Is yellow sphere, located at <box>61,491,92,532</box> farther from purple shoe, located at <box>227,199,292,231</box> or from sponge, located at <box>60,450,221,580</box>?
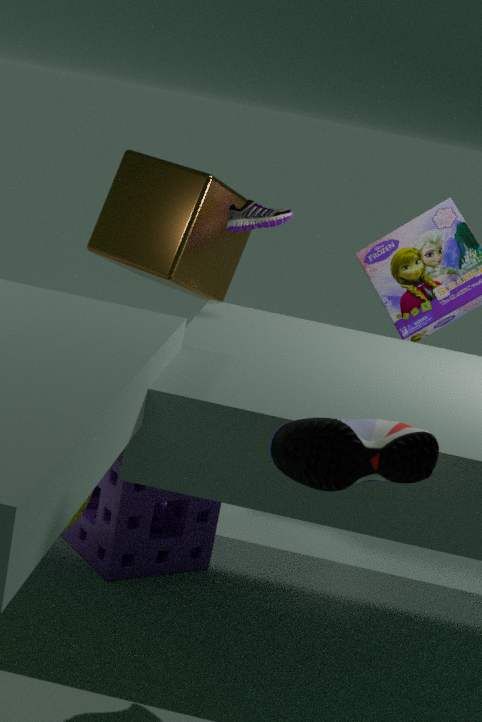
purple shoe, located at <box>227,199,292,231</box>
